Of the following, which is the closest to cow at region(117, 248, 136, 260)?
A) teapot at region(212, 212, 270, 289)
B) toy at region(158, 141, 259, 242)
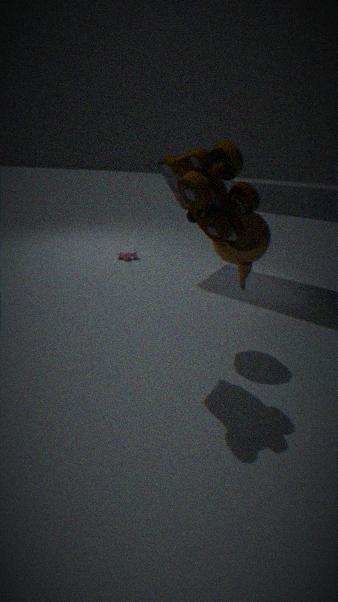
teapot at region(212, 212, 270, 289)
